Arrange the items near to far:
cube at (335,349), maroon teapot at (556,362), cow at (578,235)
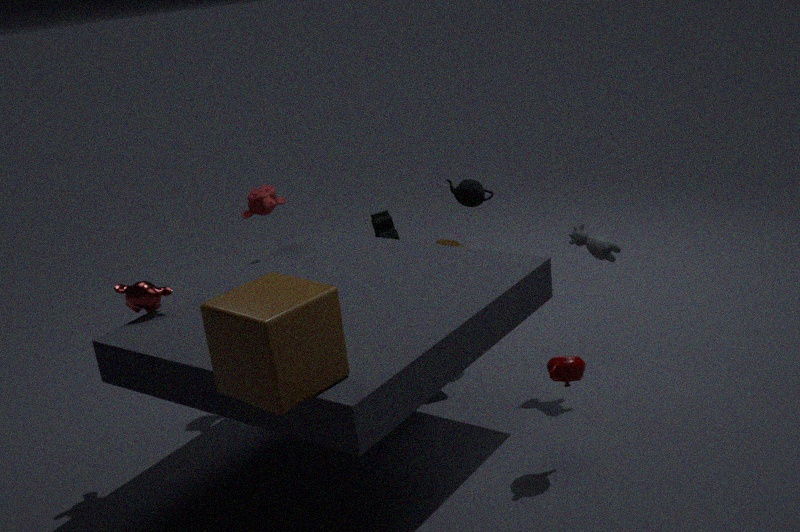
cube at (335,349) < maroon teapot at (556,362) < cow at (578,235)
